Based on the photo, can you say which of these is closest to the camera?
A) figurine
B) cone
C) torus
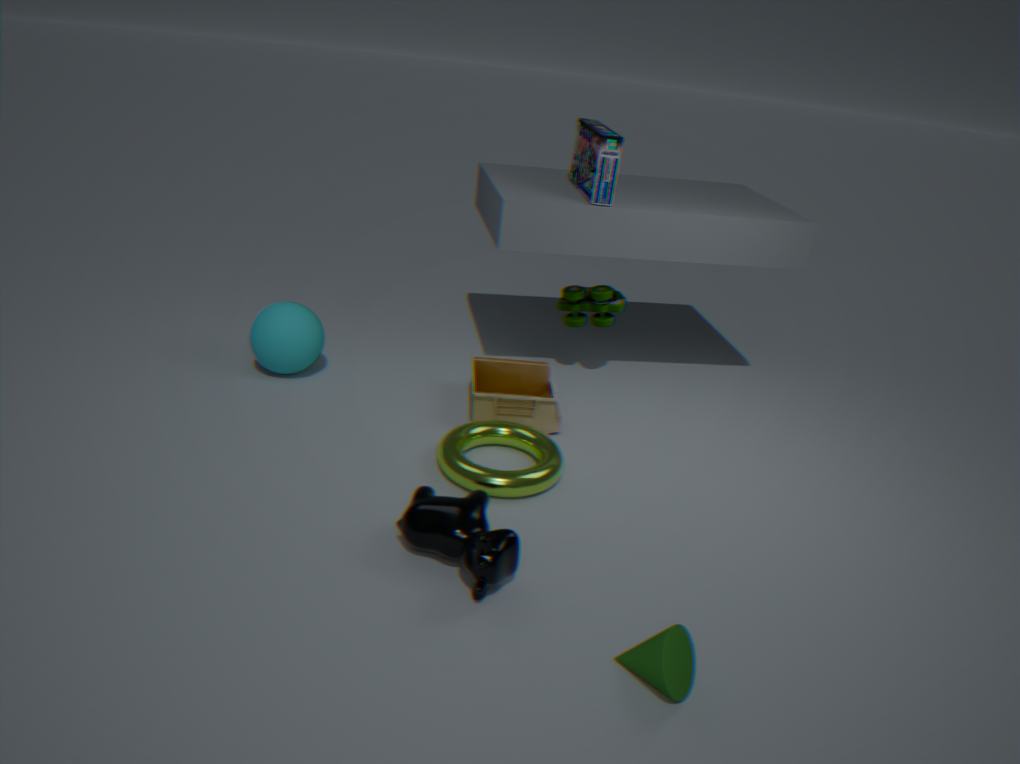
cone
